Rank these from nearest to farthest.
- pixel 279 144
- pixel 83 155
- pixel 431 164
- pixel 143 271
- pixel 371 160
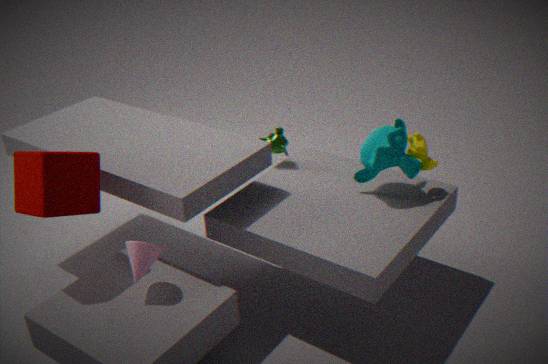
pixel 143 271, pixel 83 155, pixel 371 160, pixel 431 164, pixel 279 144
